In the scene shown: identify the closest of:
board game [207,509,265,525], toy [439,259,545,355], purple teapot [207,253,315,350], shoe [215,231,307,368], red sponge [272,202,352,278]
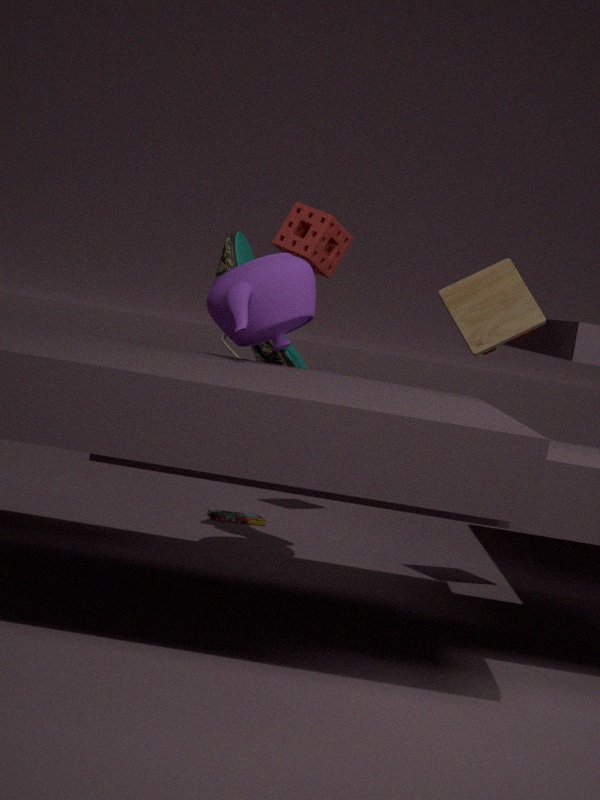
purple teapot [207,253,315,350]
